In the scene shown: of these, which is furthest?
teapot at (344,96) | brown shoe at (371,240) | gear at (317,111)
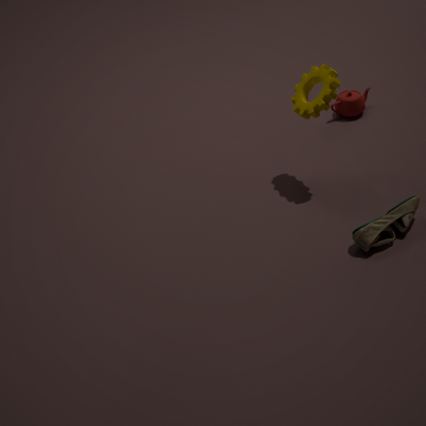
teapot at (344,96)
